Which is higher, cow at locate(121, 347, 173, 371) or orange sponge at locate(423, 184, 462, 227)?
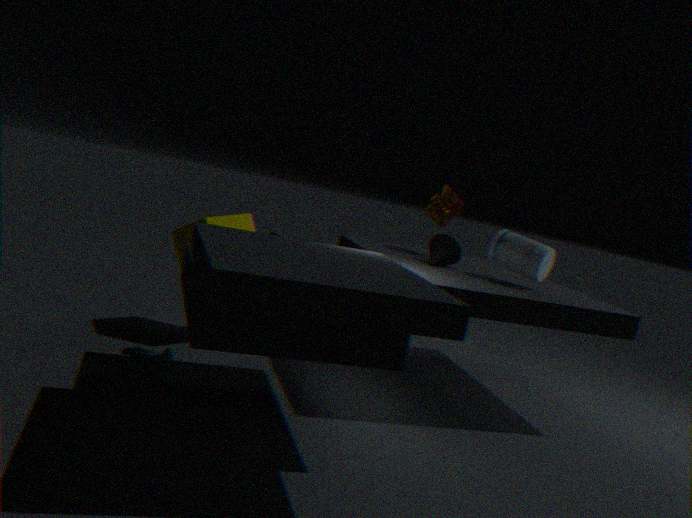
orange sponge at locate(423, 184, 462, 227)
